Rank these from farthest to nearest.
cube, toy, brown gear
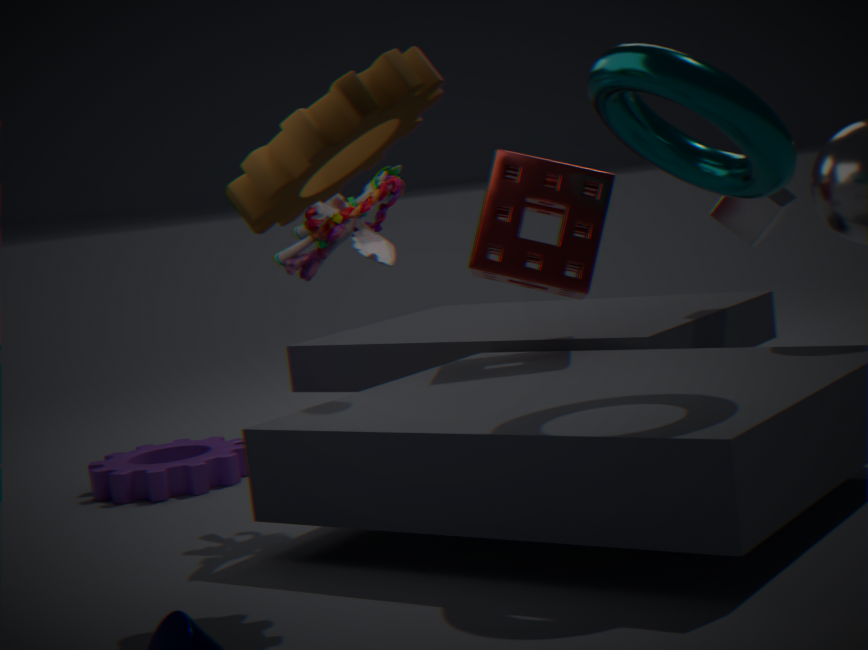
cube → toy → brown gear
